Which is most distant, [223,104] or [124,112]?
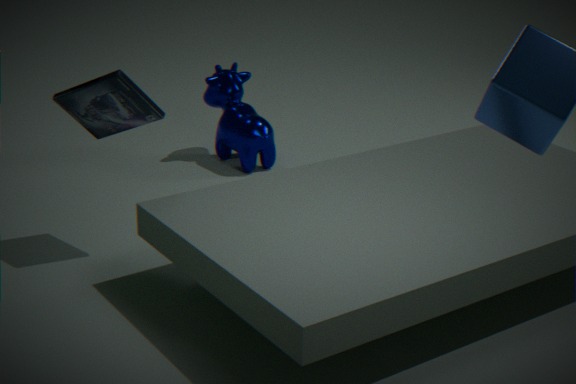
[223,104]
